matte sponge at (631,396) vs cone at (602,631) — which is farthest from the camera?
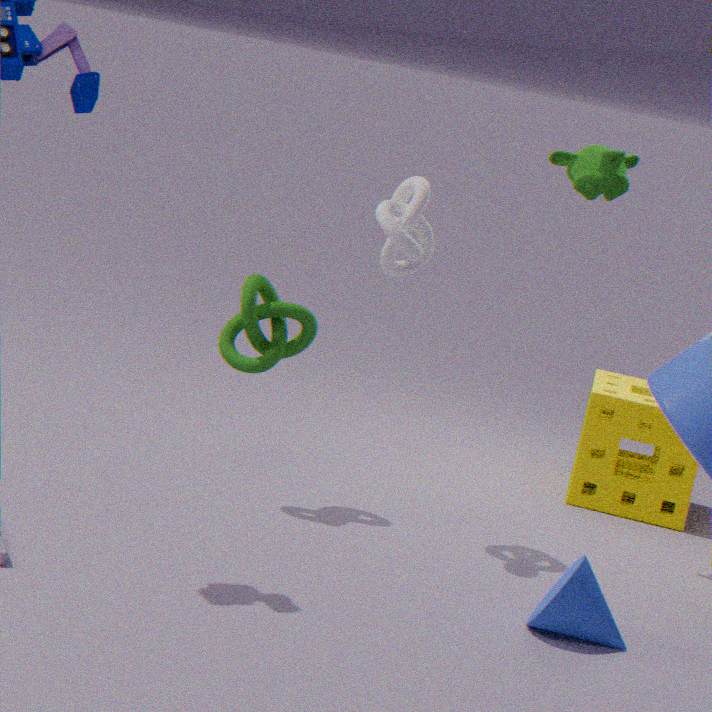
matte sponge at (631,396)
